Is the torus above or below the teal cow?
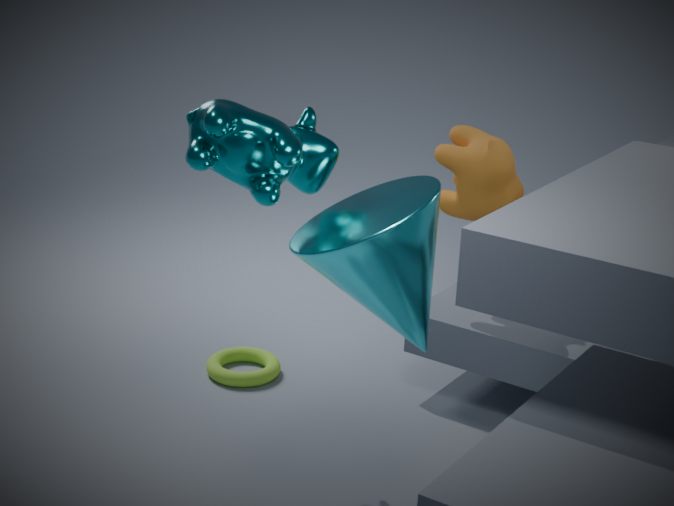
below
